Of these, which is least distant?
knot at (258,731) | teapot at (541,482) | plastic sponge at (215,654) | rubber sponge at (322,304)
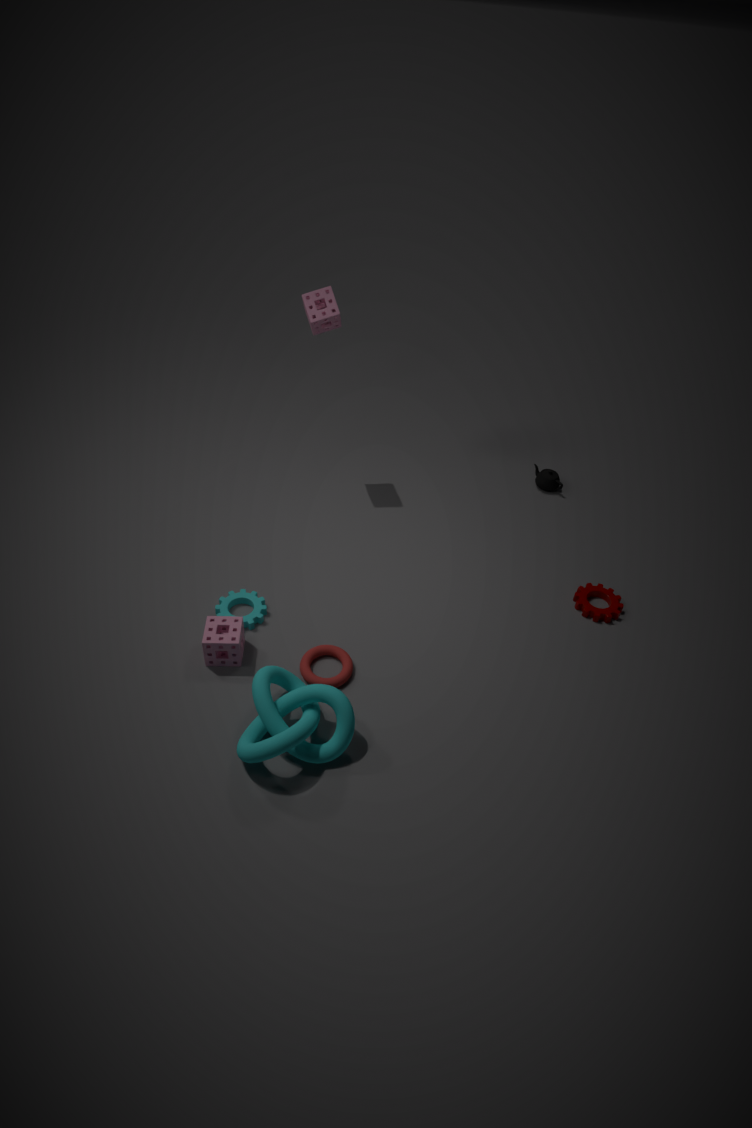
knot at (258,731)
